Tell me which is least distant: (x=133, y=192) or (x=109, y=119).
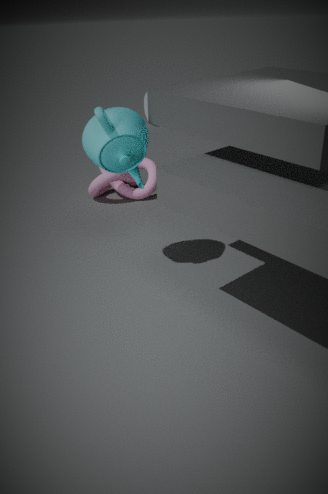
(x=109, y=119)
